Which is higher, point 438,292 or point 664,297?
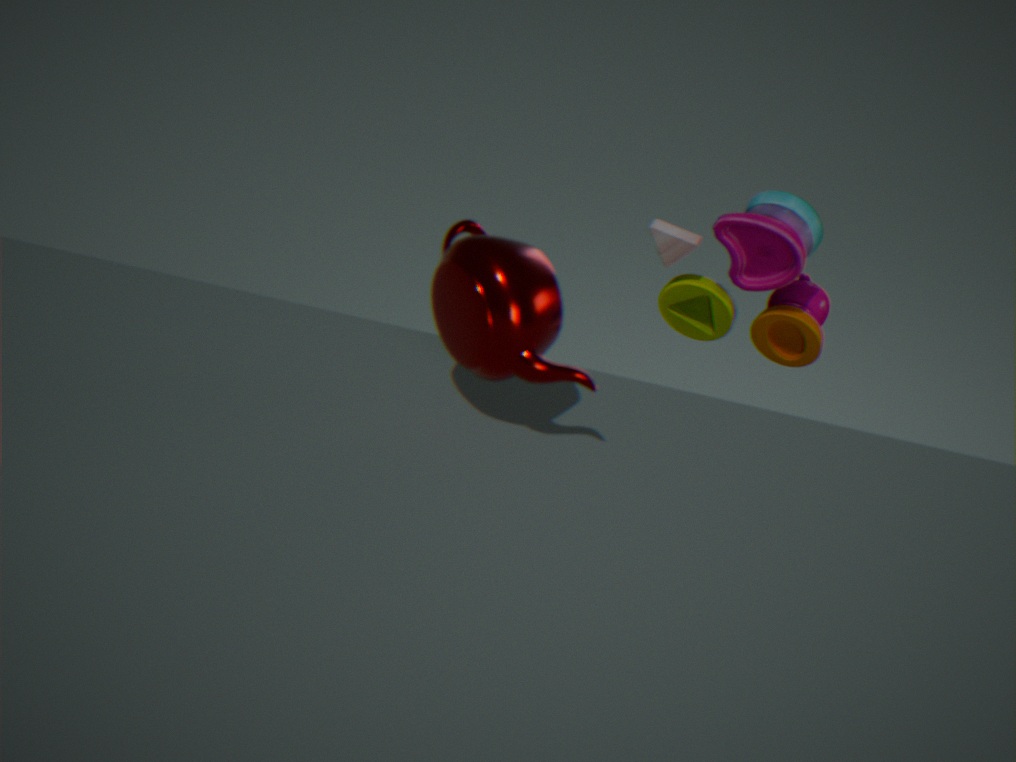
point 438,292
